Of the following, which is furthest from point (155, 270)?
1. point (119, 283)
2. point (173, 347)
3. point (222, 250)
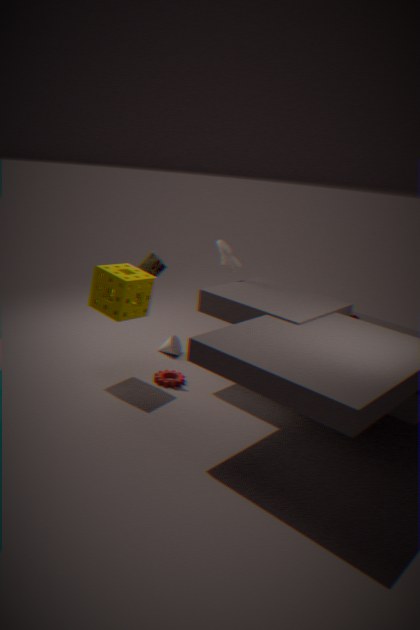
point (173, 347)
